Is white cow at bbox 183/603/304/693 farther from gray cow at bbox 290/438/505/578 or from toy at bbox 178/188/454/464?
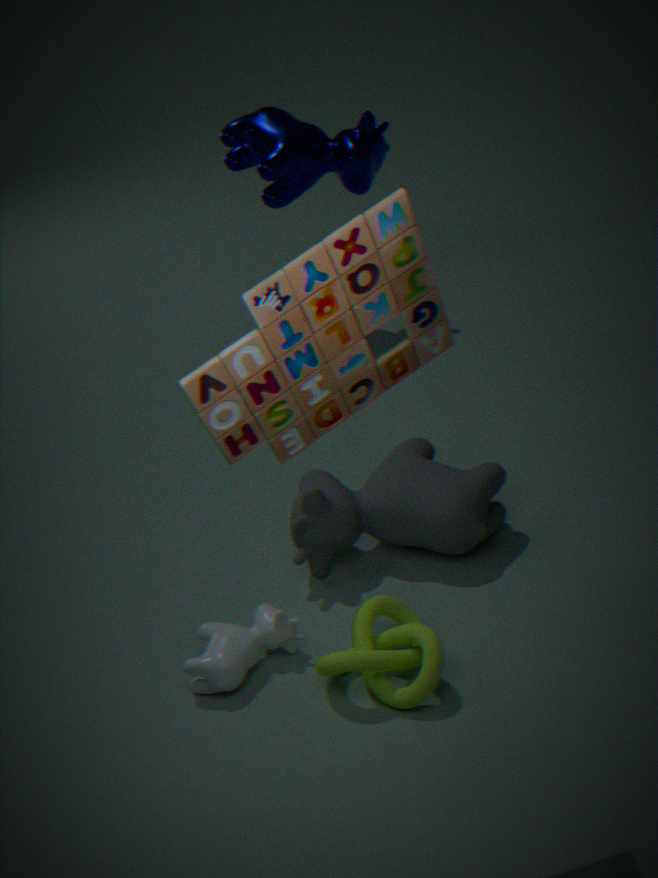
toy at bbox 178/188/454/464
